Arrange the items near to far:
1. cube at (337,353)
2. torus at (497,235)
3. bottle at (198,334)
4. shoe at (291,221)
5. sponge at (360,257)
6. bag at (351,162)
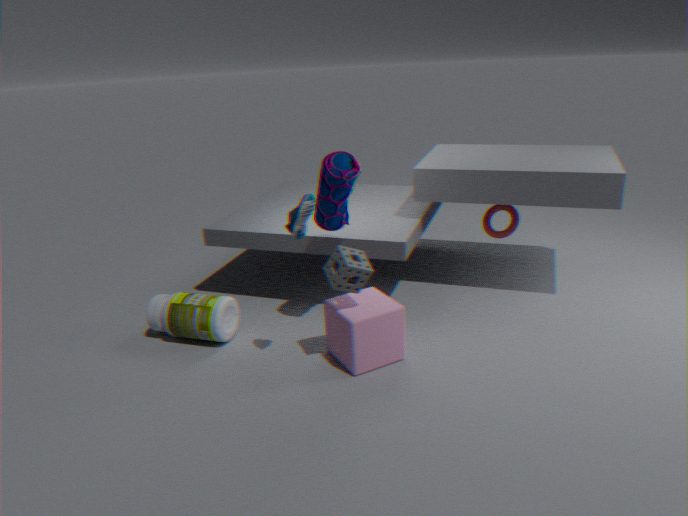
shoe at (291,221) → sponge at (360,257) → cube at (337,353) → bag at (351,162) → bottle at (198,334) → torus at (497,235)
